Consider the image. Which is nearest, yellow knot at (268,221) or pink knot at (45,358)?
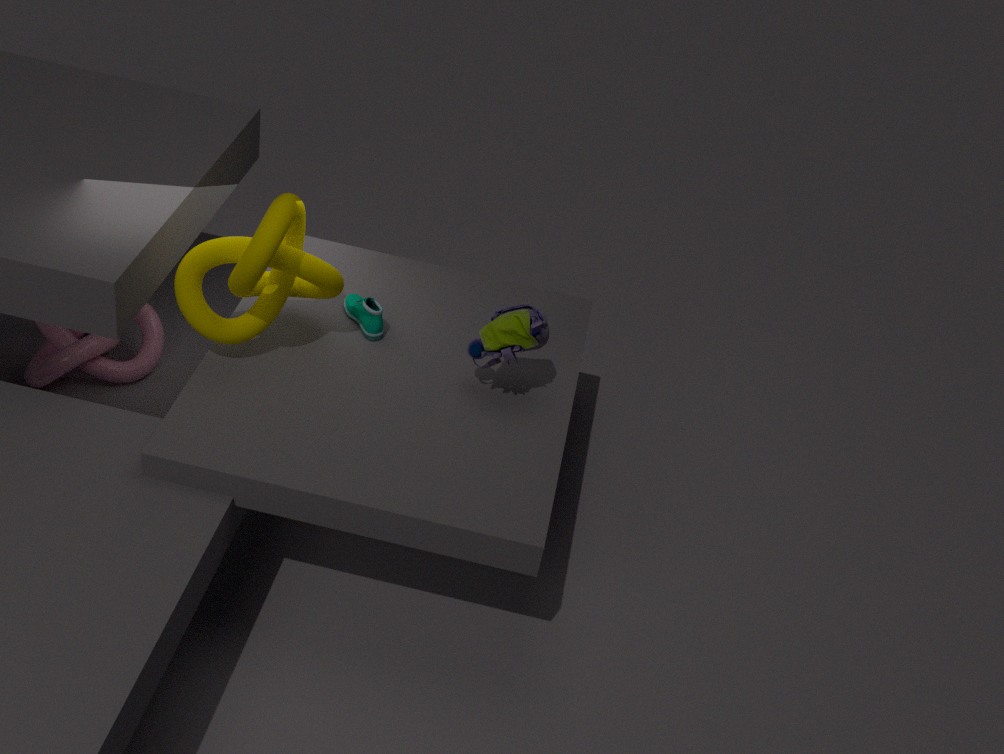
yellow knot at (268,221)
